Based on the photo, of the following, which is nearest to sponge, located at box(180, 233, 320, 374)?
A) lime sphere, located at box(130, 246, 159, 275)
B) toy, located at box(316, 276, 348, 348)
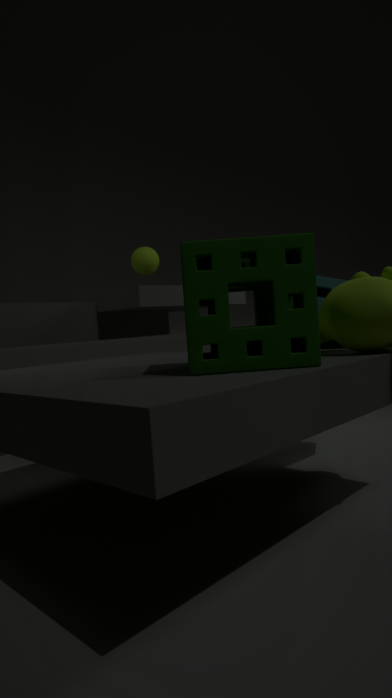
toy, located at box(316, 276, 348, 348)
